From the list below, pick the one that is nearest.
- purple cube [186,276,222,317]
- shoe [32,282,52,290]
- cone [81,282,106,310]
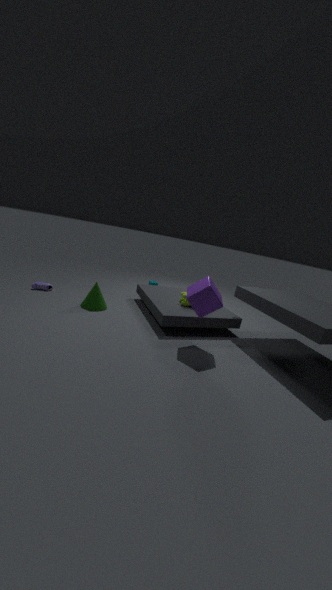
purple cube [186,276,222,317]
